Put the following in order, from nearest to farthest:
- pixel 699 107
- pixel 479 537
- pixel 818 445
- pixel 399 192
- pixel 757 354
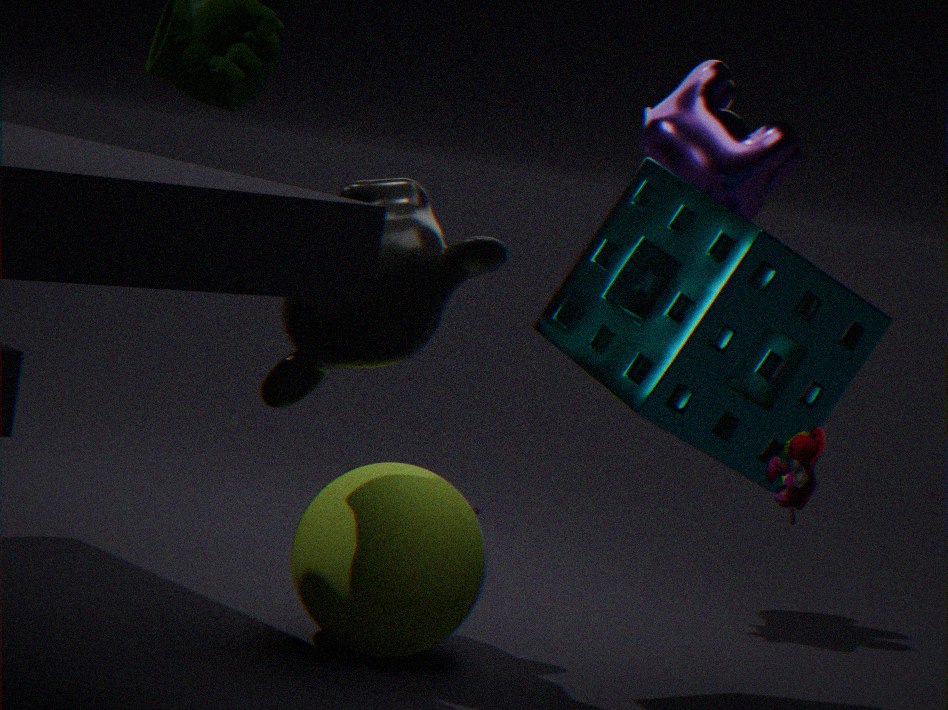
pixel 818 445
pixel 399 192
pixel 757 354
pixel 479 537
pixel 699 107
